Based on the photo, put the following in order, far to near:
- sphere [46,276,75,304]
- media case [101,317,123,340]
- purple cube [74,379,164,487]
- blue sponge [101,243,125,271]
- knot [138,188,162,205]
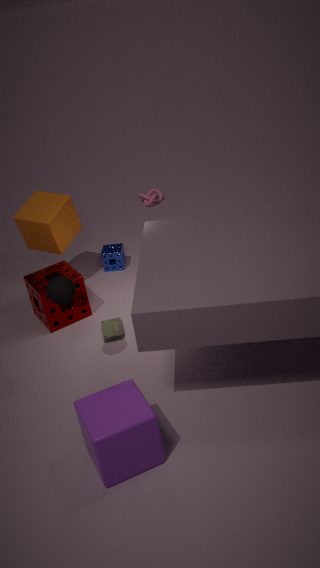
knot [138,188,162,205]
blue sponge [101,243,125,271]
media case [101,317,123,340]
sphere [46,276,75,304]
purple cube [74,379,164,487]
